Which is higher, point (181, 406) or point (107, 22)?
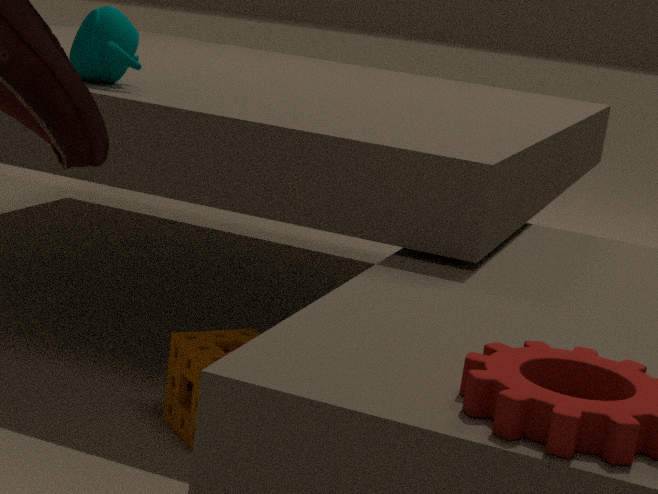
point (107, 22)
